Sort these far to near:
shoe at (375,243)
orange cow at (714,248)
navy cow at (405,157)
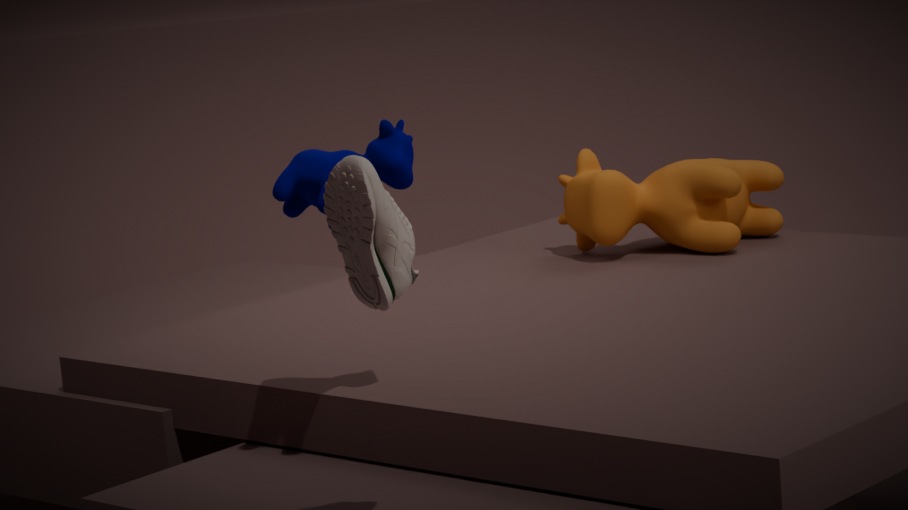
orange cow at (714,248) < navy cow at (405,157) < shoe at (375,243)
